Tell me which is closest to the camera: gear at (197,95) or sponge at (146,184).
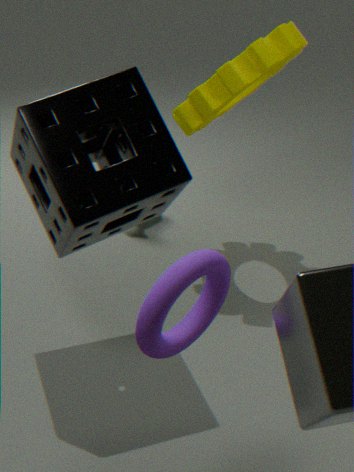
sponge at (146,184)
